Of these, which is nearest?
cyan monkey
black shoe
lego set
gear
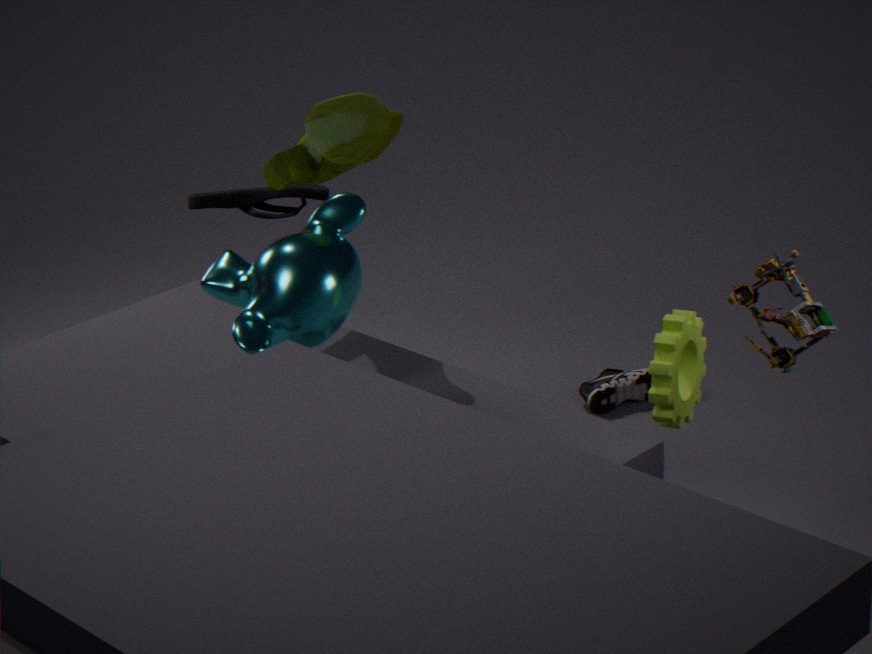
lego set
